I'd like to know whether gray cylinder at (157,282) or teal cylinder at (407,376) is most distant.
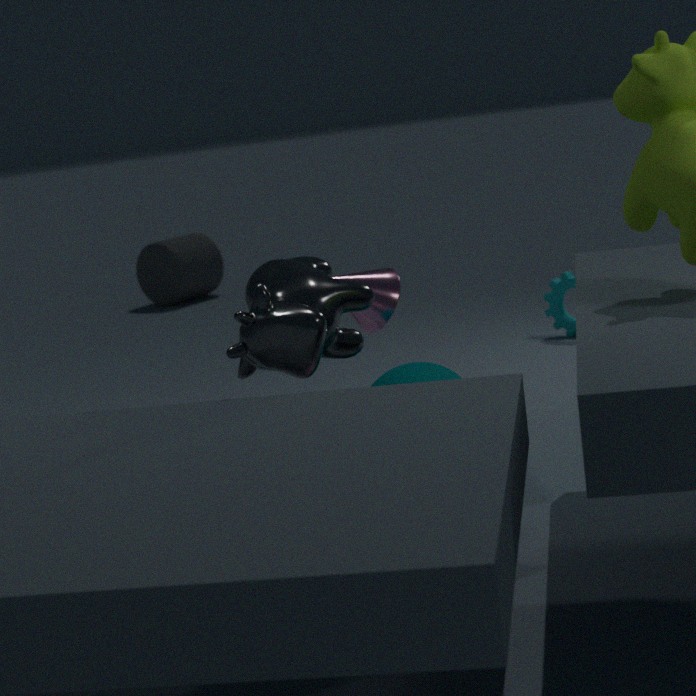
gray cylinder at (157,282)
